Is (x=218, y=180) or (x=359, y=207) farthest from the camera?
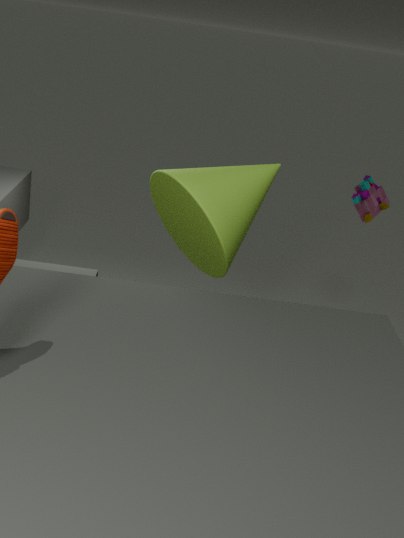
(x=359, y=207)
